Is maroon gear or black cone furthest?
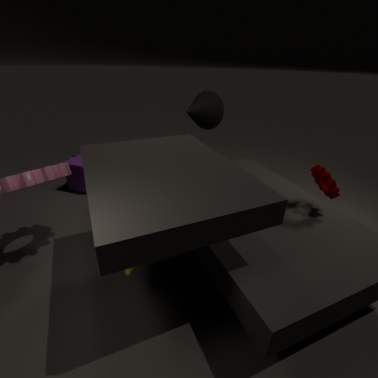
black cone
